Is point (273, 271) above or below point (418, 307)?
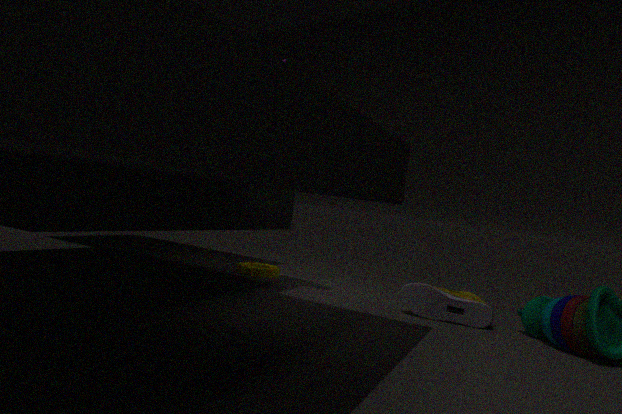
below
